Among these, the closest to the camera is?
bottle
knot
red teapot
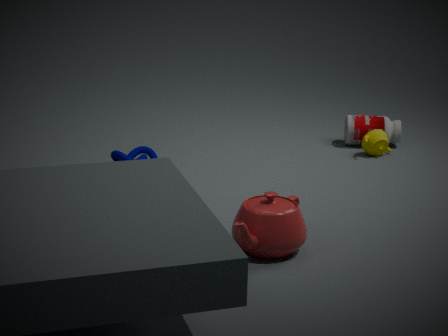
red teapot
